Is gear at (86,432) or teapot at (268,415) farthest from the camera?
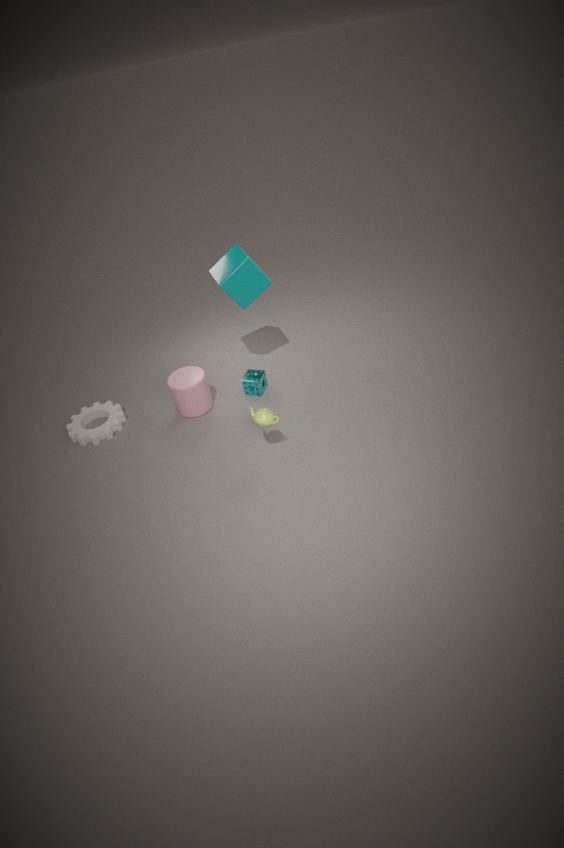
gear at (86,432)
